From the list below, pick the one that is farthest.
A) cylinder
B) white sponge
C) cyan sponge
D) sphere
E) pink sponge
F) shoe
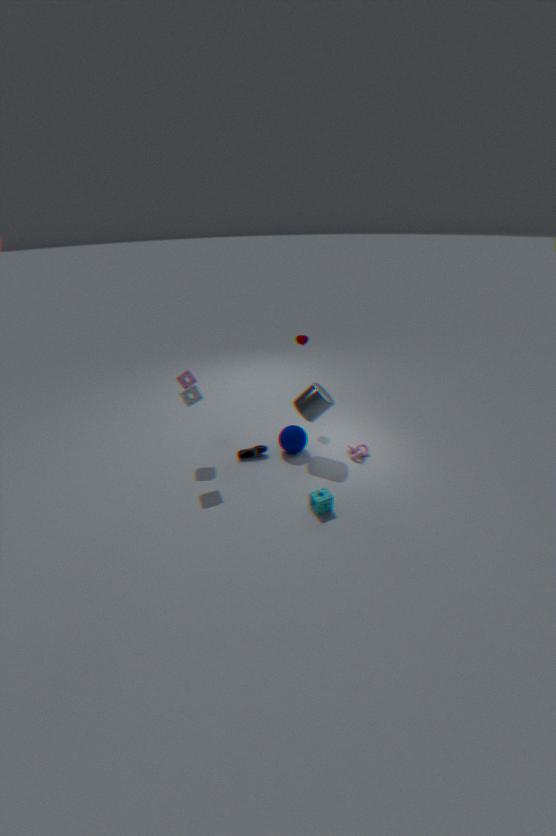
shoe
